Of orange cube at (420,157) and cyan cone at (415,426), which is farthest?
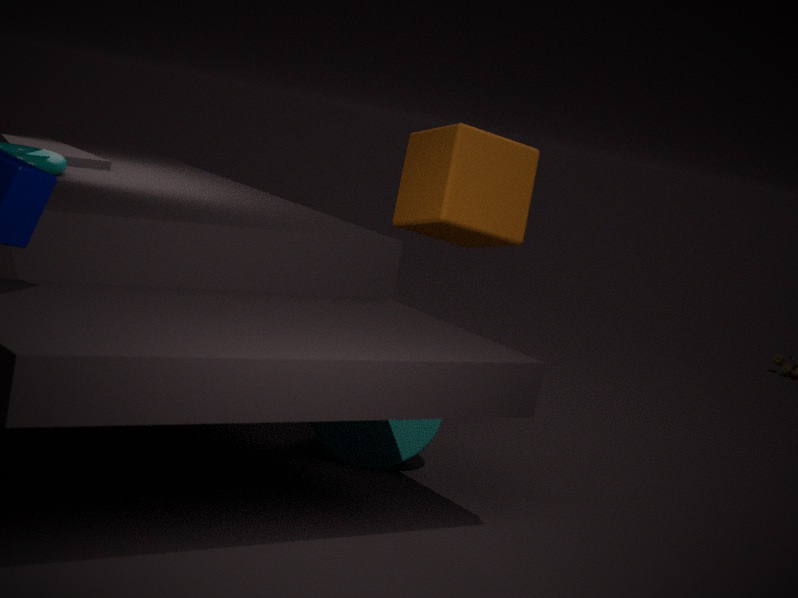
orange cube at (420,157)
